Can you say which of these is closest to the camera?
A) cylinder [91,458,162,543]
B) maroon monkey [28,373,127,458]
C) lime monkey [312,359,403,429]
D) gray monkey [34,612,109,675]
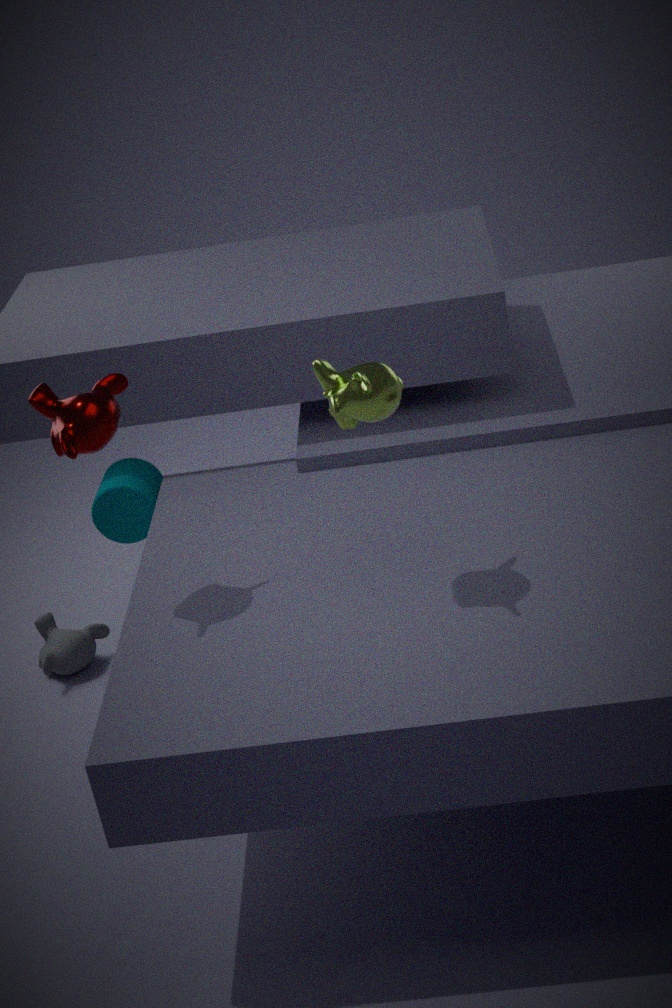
lime monkey [312,359,403,429]
